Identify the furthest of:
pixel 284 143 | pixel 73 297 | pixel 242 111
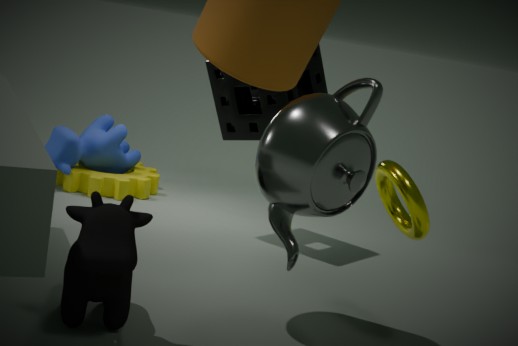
pixel 242 111
